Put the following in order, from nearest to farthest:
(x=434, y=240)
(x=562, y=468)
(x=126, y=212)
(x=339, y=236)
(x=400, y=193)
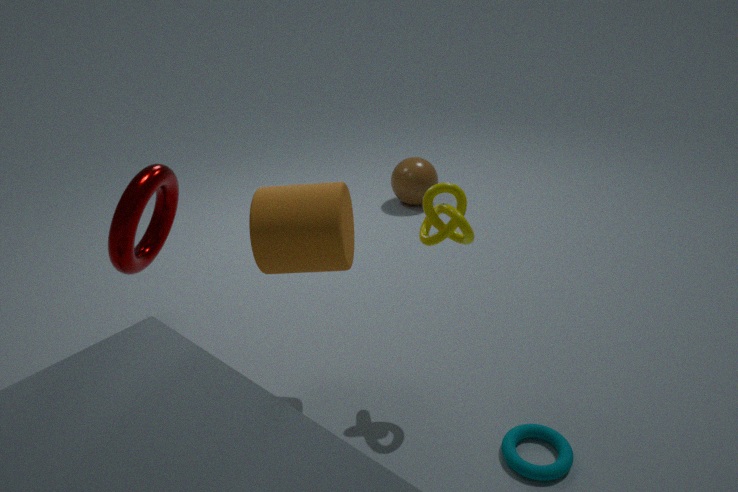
(x=562, y=468) < (x=339, y=236) < (x=434, y=240) < (x=126, y=212) < (x=400, y=193)
